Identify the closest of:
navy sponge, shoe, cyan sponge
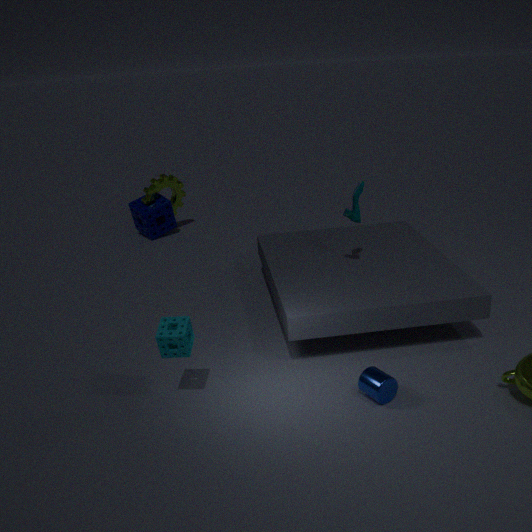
cyan sponge
